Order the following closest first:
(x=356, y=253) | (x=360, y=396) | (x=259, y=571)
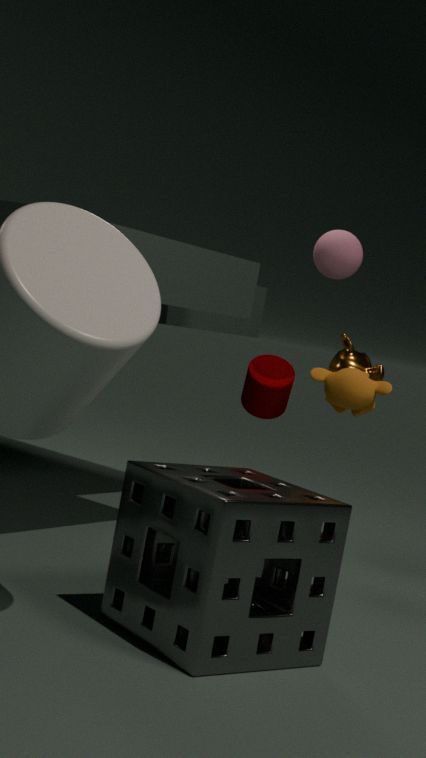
(x=259, y=571) < (x=360, y=396) < (x=356, y=253)
